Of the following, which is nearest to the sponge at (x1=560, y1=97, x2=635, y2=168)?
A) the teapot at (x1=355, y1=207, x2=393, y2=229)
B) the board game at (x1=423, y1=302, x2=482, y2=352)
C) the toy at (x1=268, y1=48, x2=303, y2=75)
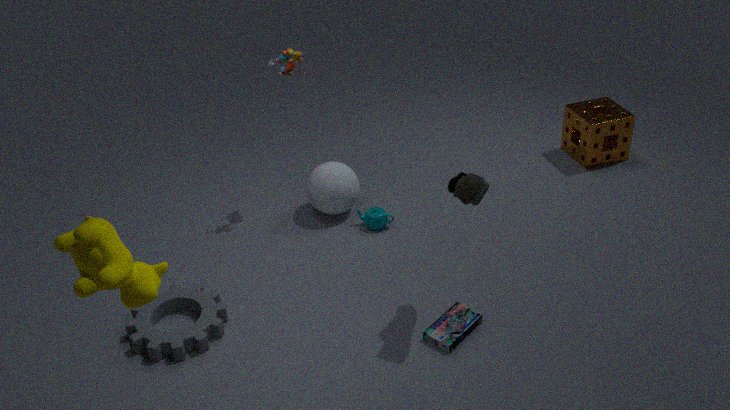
the teapot at (x1=355, y1=207, x2=393, y2=229)
